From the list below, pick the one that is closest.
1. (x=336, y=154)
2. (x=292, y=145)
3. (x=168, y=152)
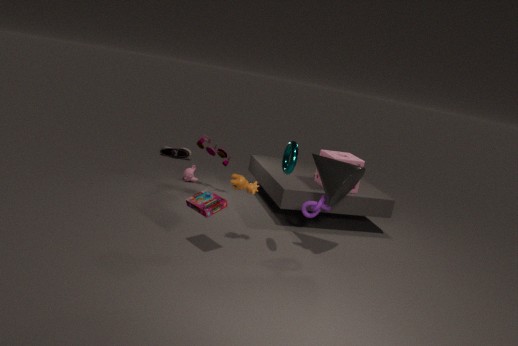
(x=292, y=145)
